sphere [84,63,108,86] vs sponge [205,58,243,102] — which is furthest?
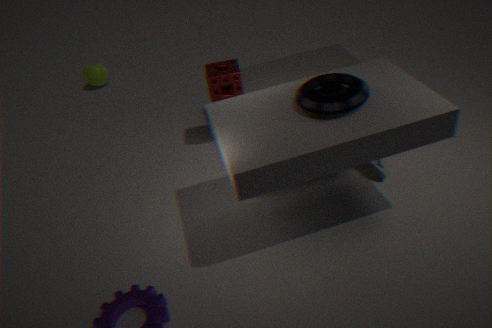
sphere [84,63,108,86]
